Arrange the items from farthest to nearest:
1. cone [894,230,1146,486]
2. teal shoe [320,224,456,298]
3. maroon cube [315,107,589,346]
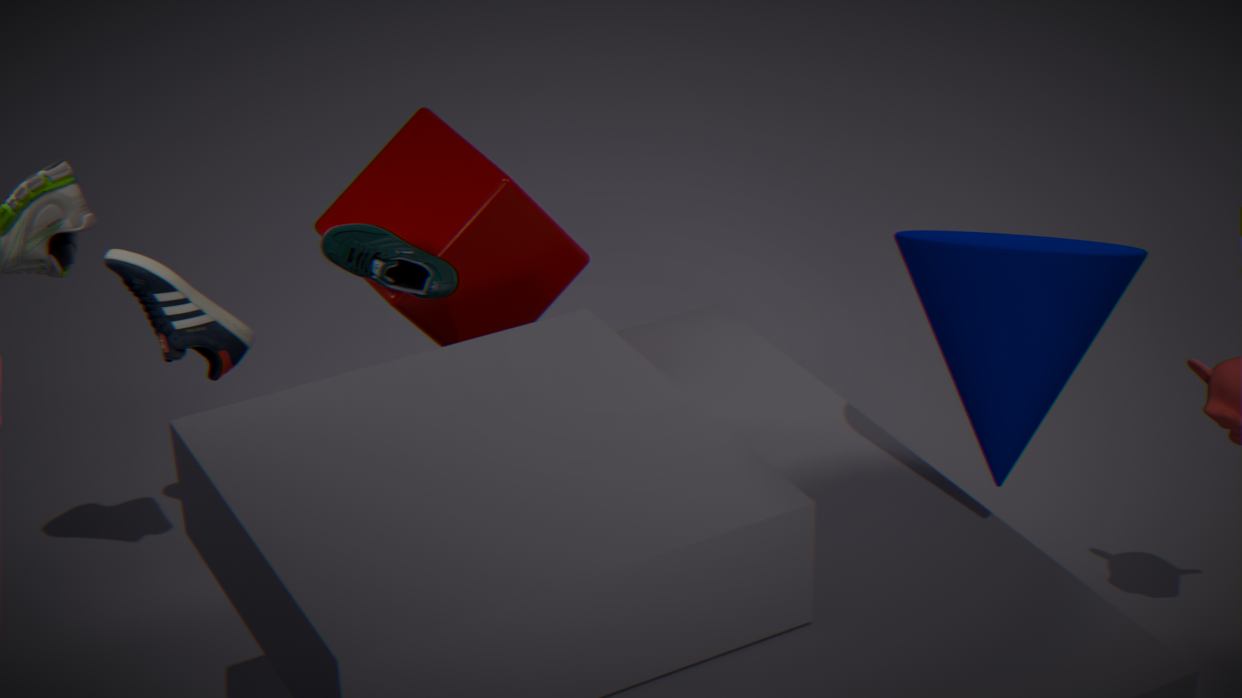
maroon cube [315,107,589,346] < teal shoe [320,224,456,298] < cone [894,230,1146,486]
